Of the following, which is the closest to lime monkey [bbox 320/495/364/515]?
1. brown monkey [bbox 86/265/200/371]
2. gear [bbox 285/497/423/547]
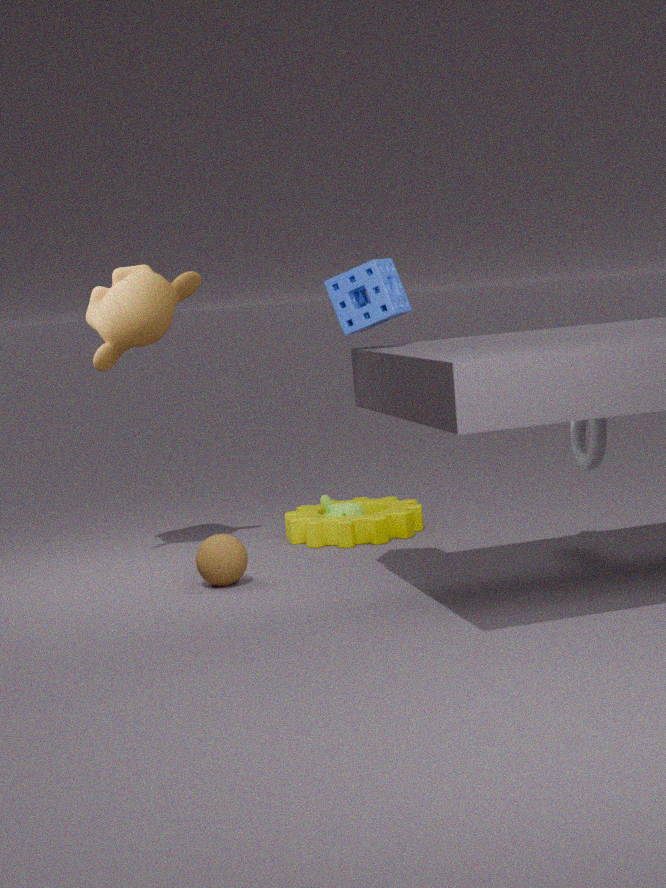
gear [bbox 285/497/423/547]
